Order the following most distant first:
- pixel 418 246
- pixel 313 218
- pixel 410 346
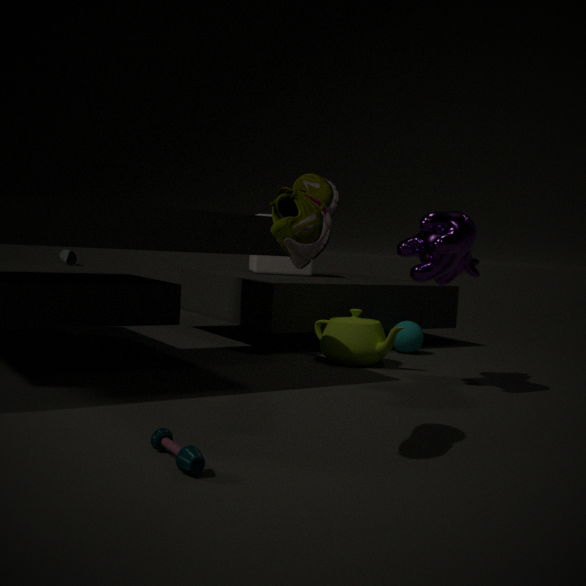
pixel 410 346
pixel 418 246
pixel 313 218
